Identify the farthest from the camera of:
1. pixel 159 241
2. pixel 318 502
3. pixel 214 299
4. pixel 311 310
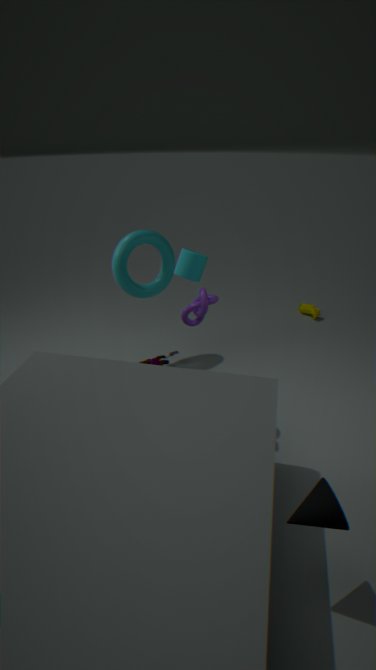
Result: pixel 311 310
